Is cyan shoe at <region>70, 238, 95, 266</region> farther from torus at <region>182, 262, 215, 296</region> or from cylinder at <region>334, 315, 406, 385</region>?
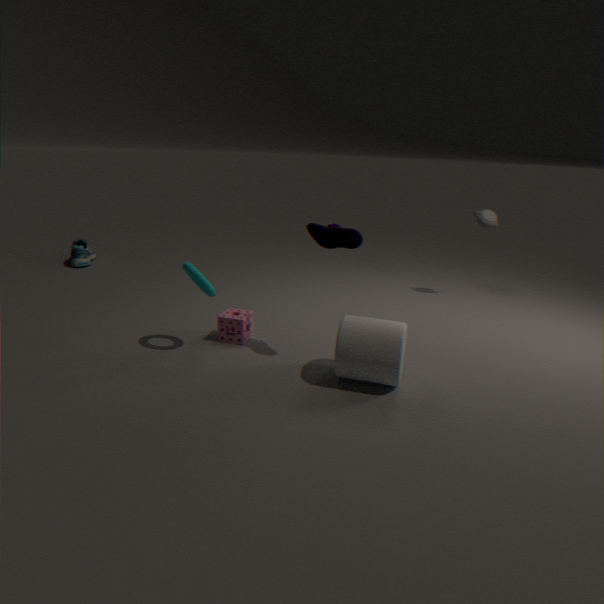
cylinder at <region>334, 315, 406, 385</region>
